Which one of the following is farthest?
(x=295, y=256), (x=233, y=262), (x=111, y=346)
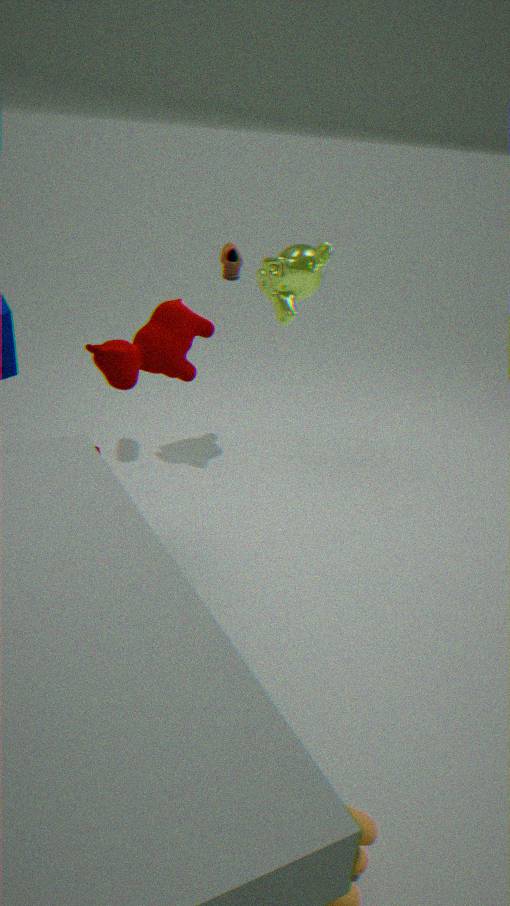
(x=295, y=256)
